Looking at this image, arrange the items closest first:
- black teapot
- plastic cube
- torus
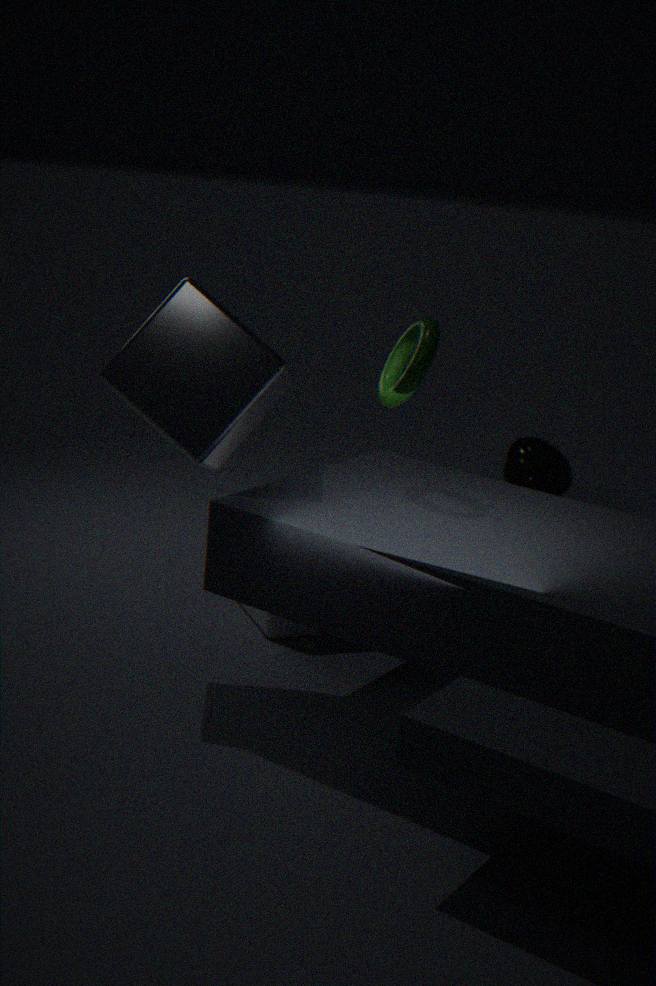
torus
plastic cube
black teapot
